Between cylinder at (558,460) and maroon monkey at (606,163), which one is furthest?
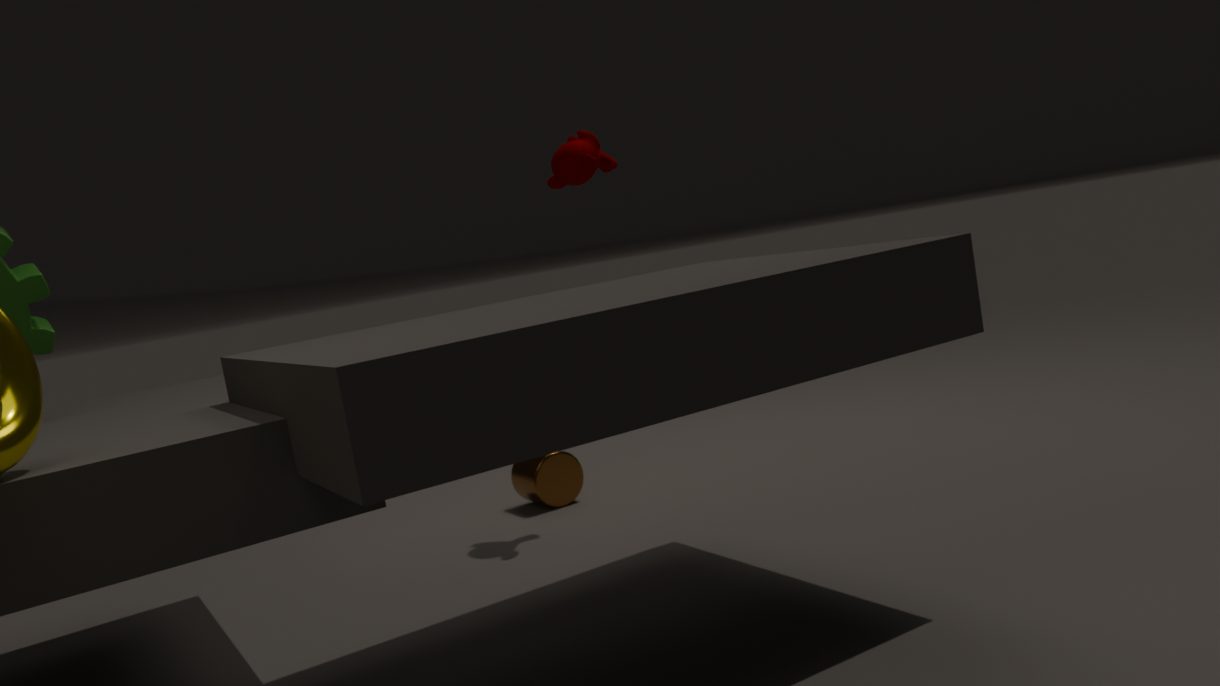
cylinder at (558,460)
